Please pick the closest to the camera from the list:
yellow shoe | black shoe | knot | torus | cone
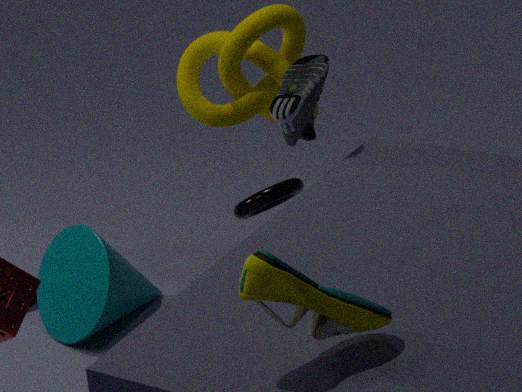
yellow shoe
